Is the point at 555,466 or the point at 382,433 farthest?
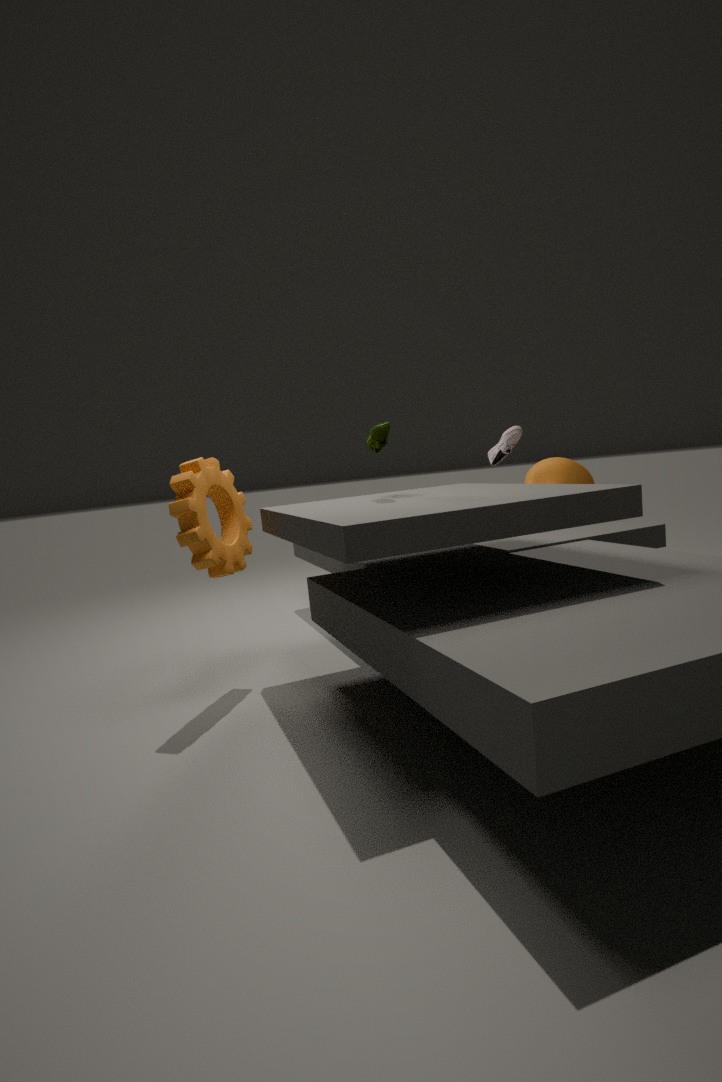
the point at 555,466
